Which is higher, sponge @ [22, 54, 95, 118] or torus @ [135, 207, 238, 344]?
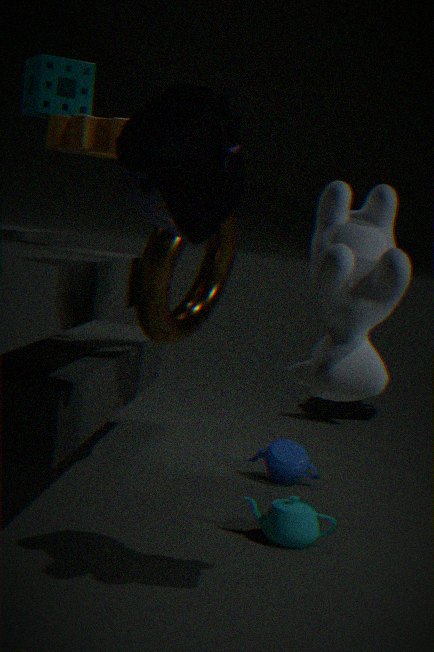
sponge @ [22, 54, 95, 118]
